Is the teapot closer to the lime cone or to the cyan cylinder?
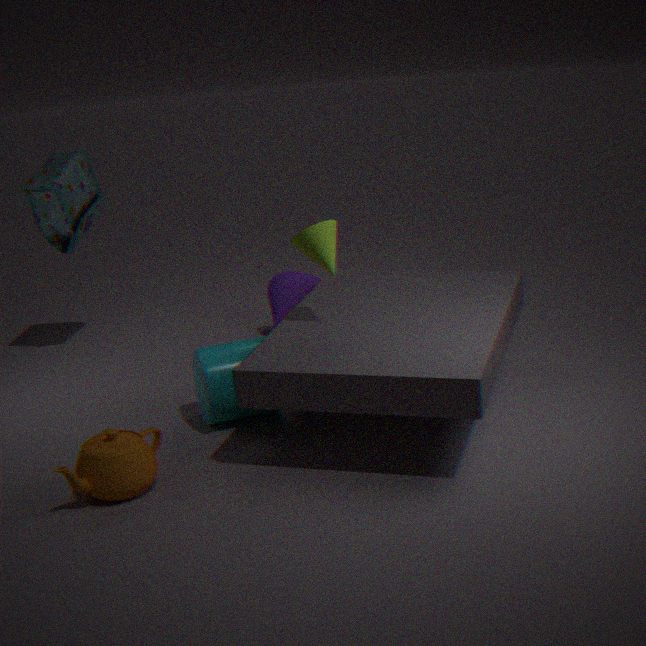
the cyan cylinder
